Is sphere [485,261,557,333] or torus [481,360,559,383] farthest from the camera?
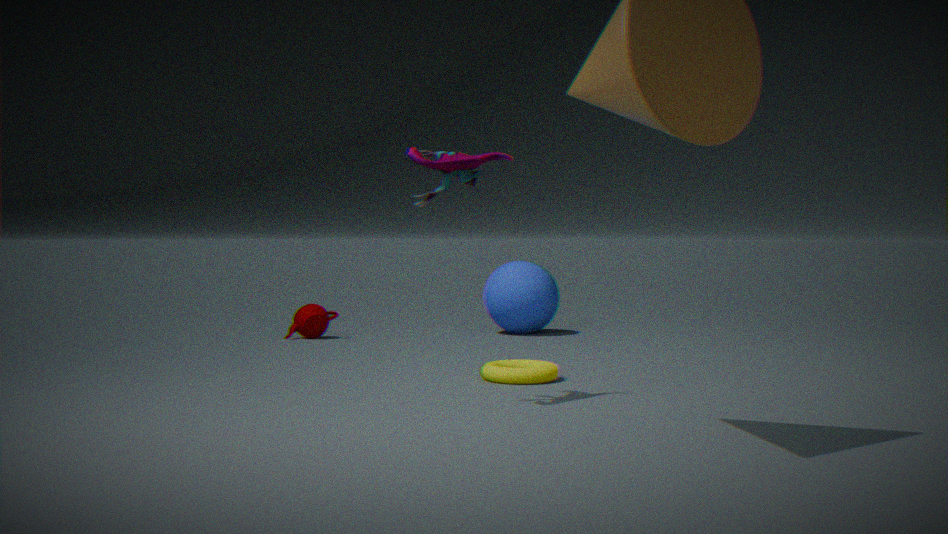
Result: sphere [485,261,557,333]
